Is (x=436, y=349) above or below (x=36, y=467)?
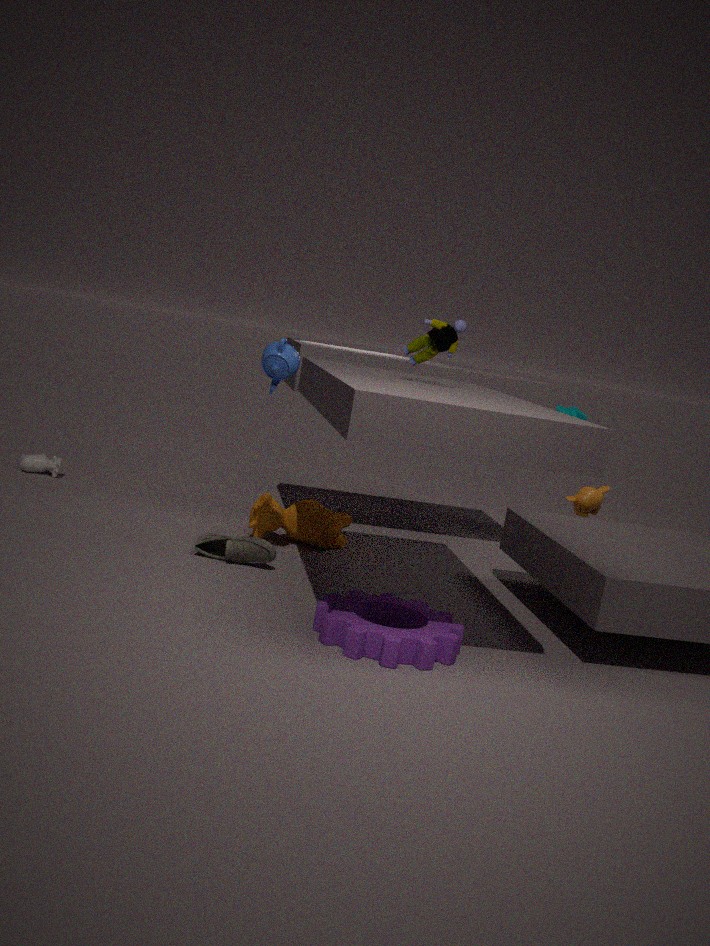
above
